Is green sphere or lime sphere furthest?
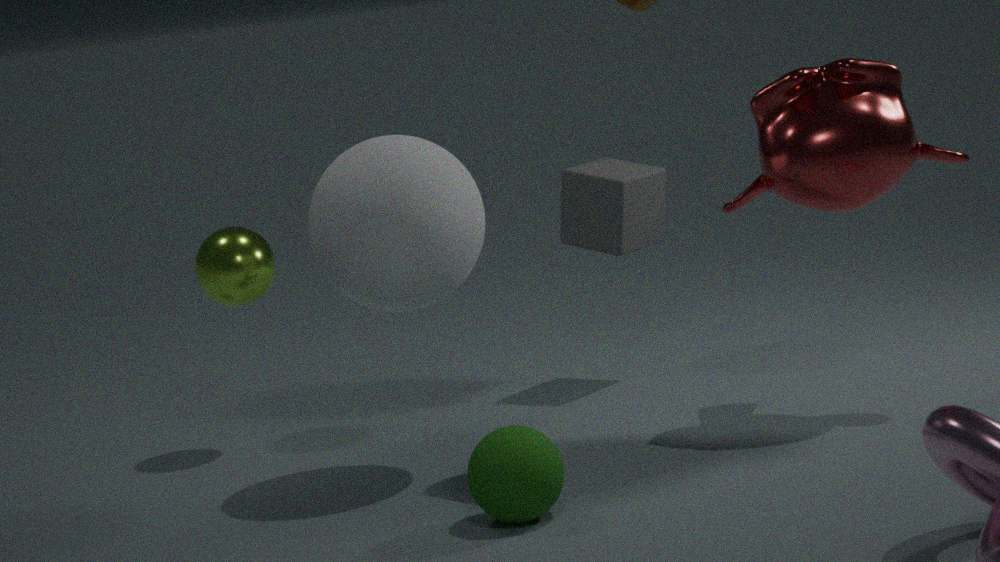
lime sphere
